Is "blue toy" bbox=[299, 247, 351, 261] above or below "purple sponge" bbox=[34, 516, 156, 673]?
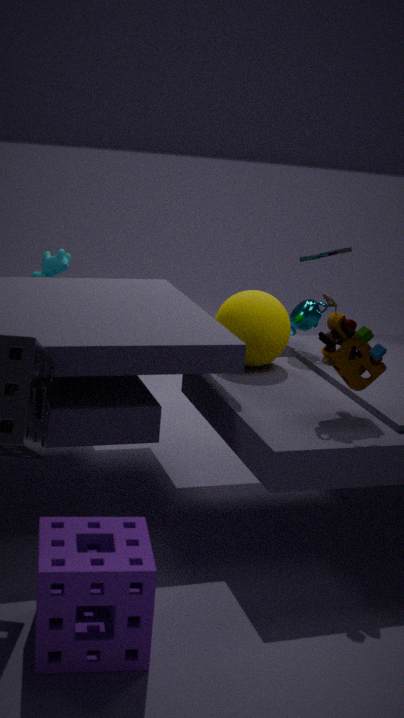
above
